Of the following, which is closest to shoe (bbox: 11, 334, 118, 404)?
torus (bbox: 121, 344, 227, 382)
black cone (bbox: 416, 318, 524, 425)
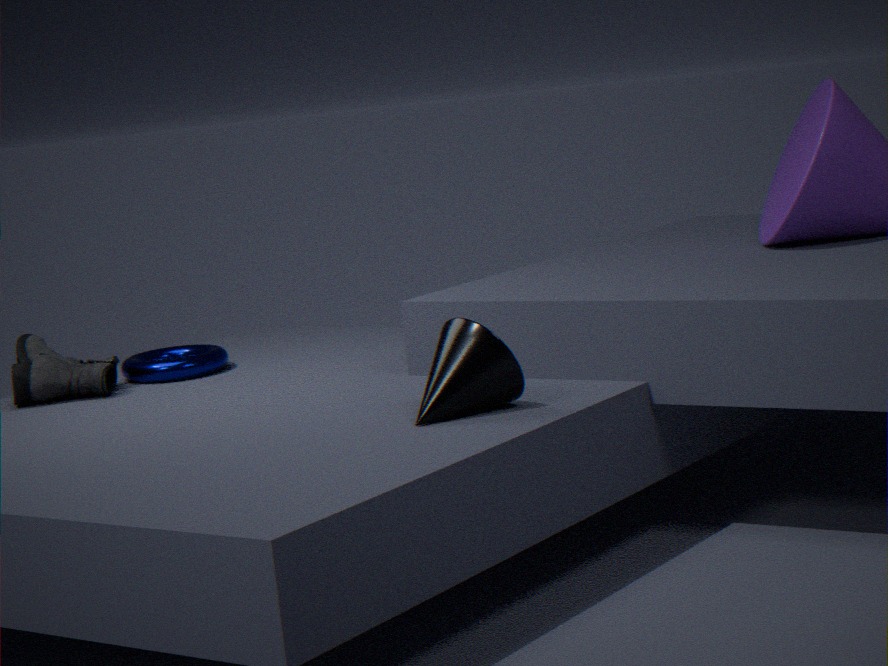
torus (bbox: 121, 344, 227, 382)
